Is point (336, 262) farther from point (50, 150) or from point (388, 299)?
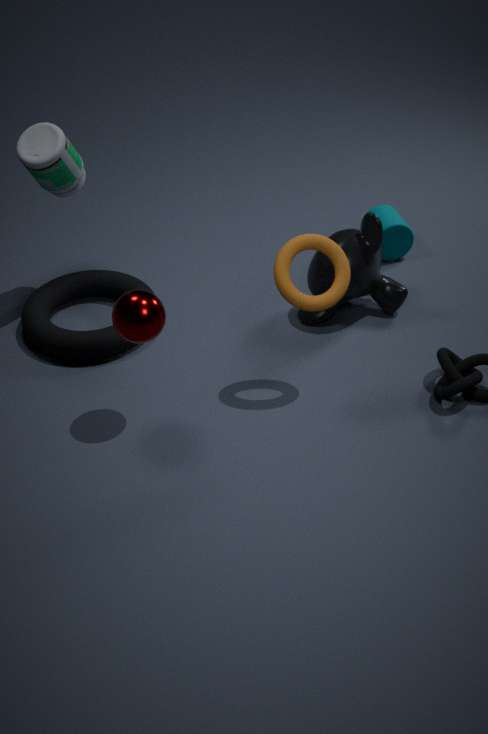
point (50, 150)
